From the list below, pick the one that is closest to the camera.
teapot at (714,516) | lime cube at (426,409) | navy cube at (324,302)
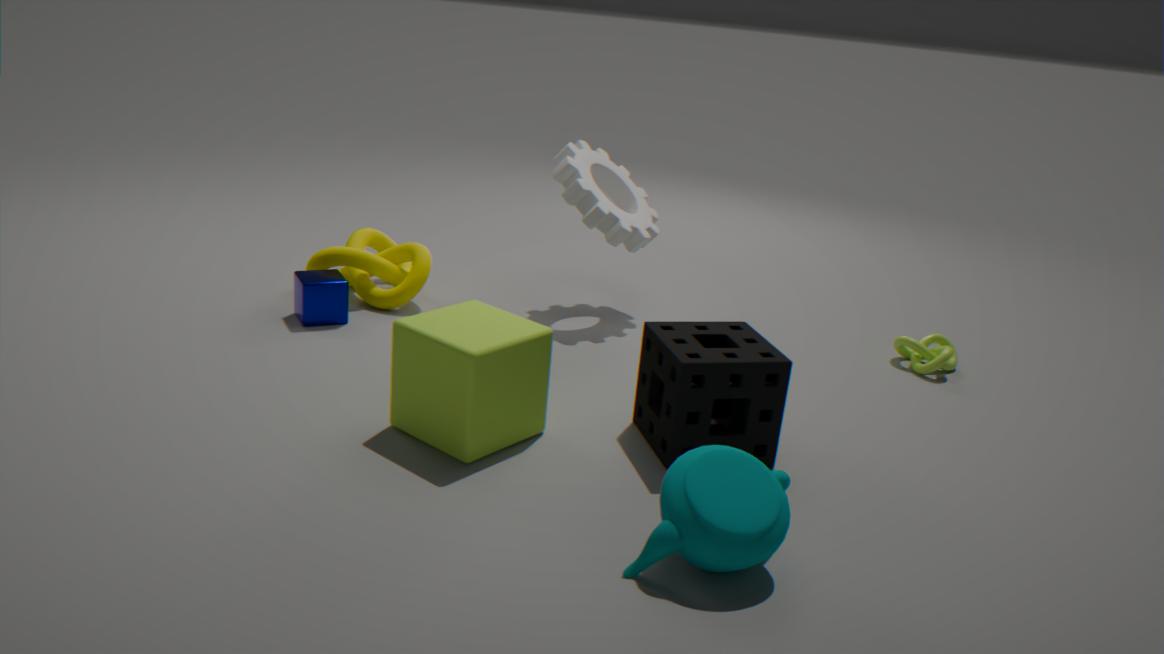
teapot at (714,516)
